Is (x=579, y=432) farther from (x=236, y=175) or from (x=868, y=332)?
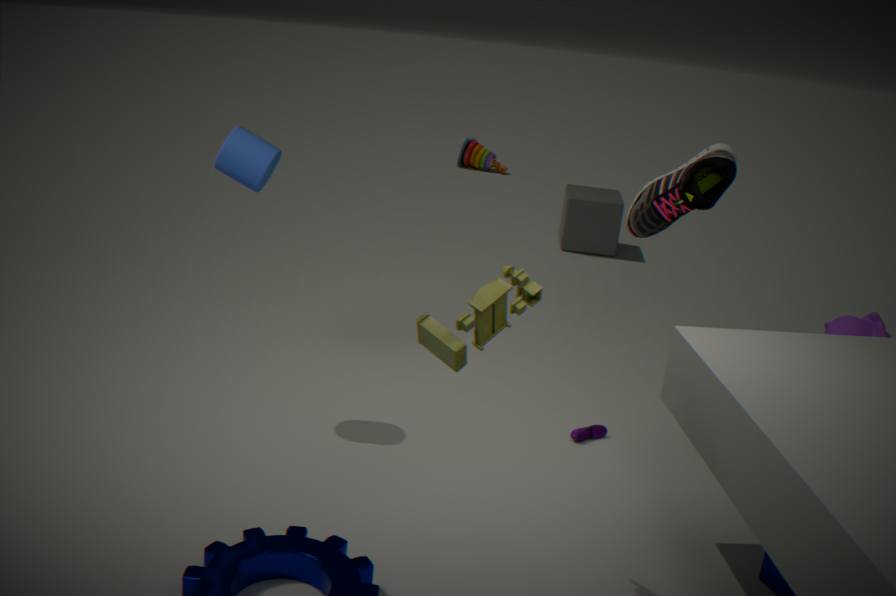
(x=868, y=332)
